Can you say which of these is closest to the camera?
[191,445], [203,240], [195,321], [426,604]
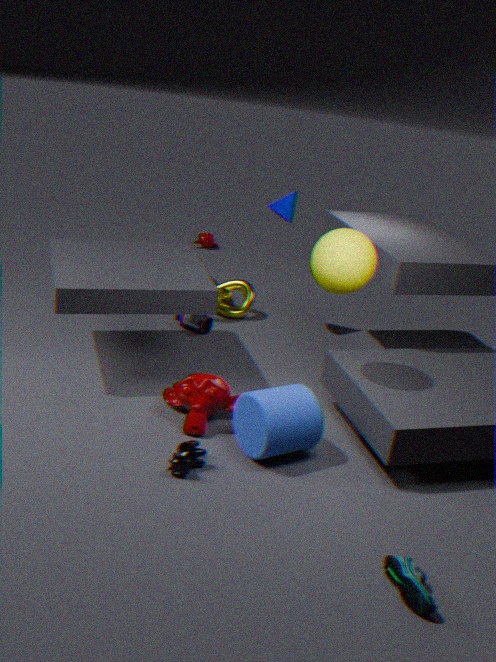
[426,604]
